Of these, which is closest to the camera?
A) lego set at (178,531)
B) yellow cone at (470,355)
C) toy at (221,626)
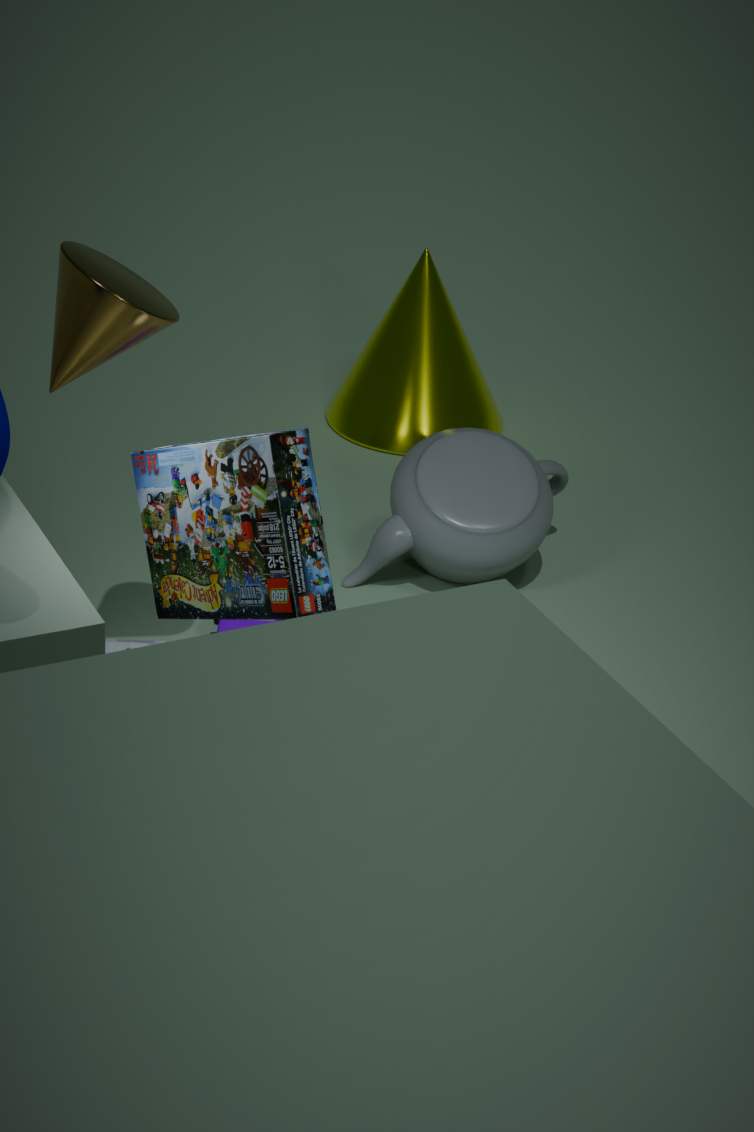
lego set at (178,531)
